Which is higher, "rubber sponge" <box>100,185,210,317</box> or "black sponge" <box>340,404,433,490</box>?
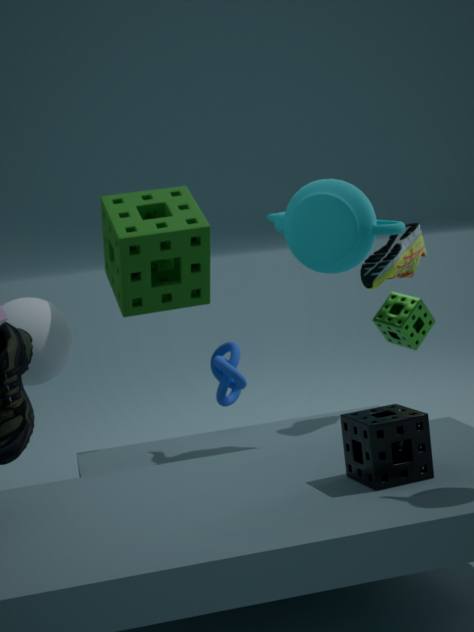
"rubber sponge" <box>100,185,210,317</box>
